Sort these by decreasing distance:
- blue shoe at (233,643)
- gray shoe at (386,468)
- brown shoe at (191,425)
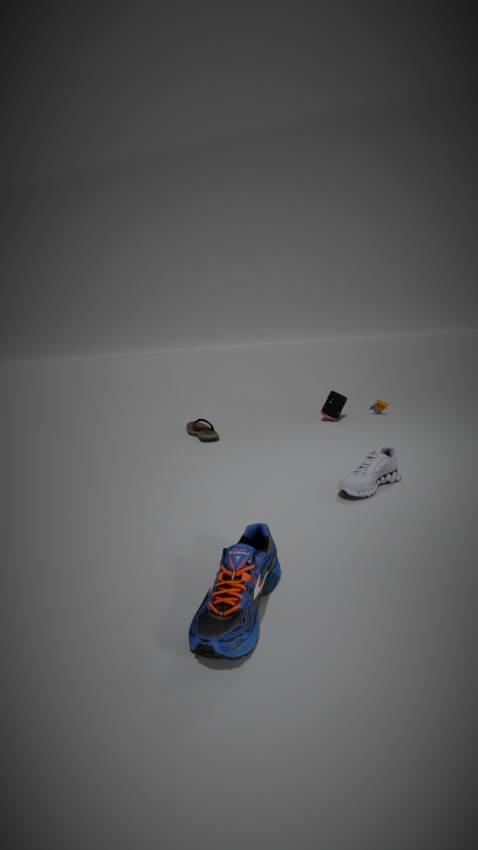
1. brown shoe at (191,425)
2. gray shoe at (386,468)
3. blue shoe at (233,643)
